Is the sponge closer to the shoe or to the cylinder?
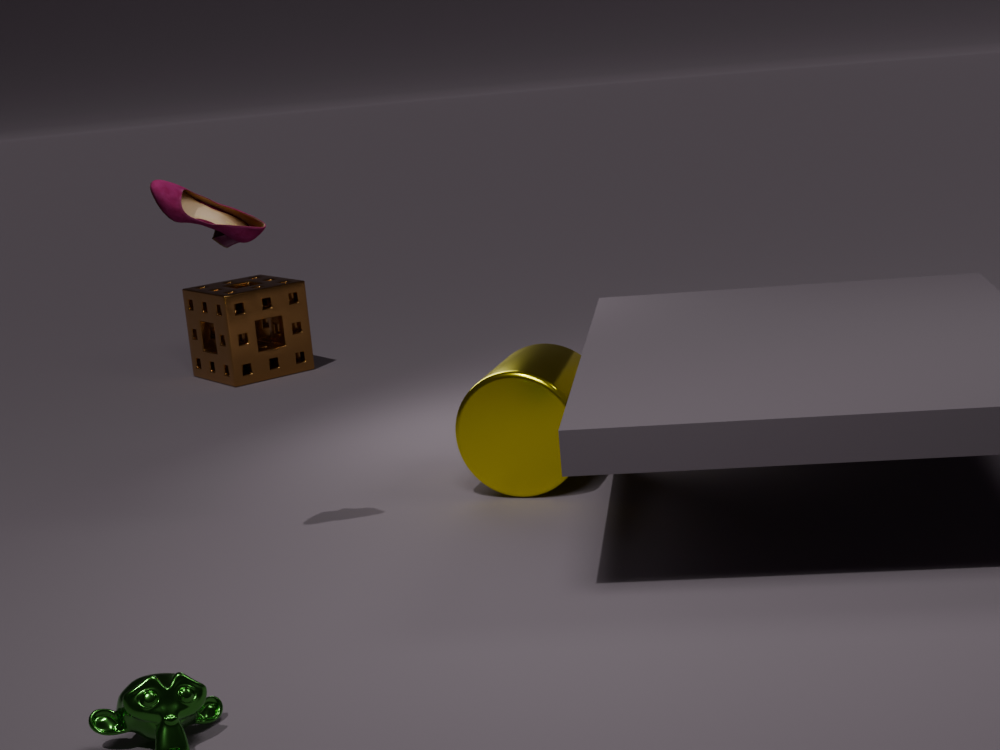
the cylinder
